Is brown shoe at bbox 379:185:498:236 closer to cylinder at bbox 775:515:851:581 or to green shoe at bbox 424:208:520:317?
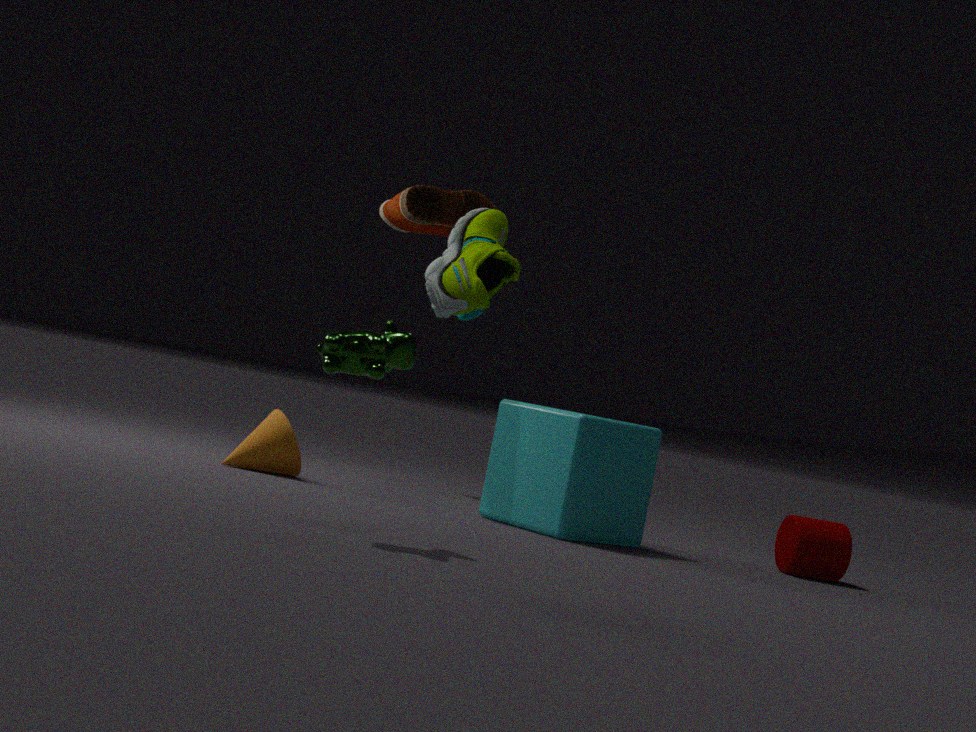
green shoe at bbox 424:208:520:317
